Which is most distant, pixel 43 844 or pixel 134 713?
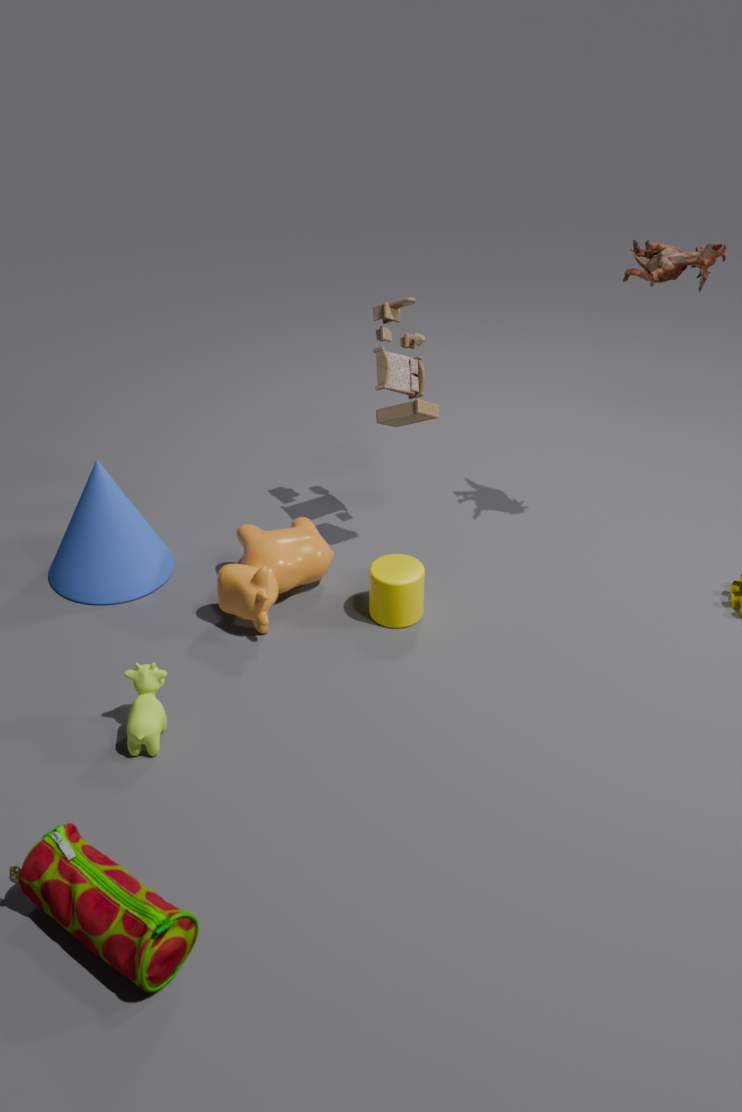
pixel 134 713
